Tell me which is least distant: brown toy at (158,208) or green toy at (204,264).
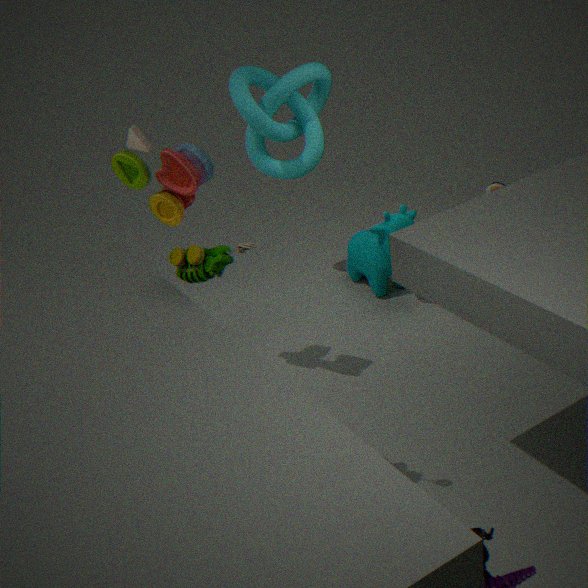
green toy at (204,264)
